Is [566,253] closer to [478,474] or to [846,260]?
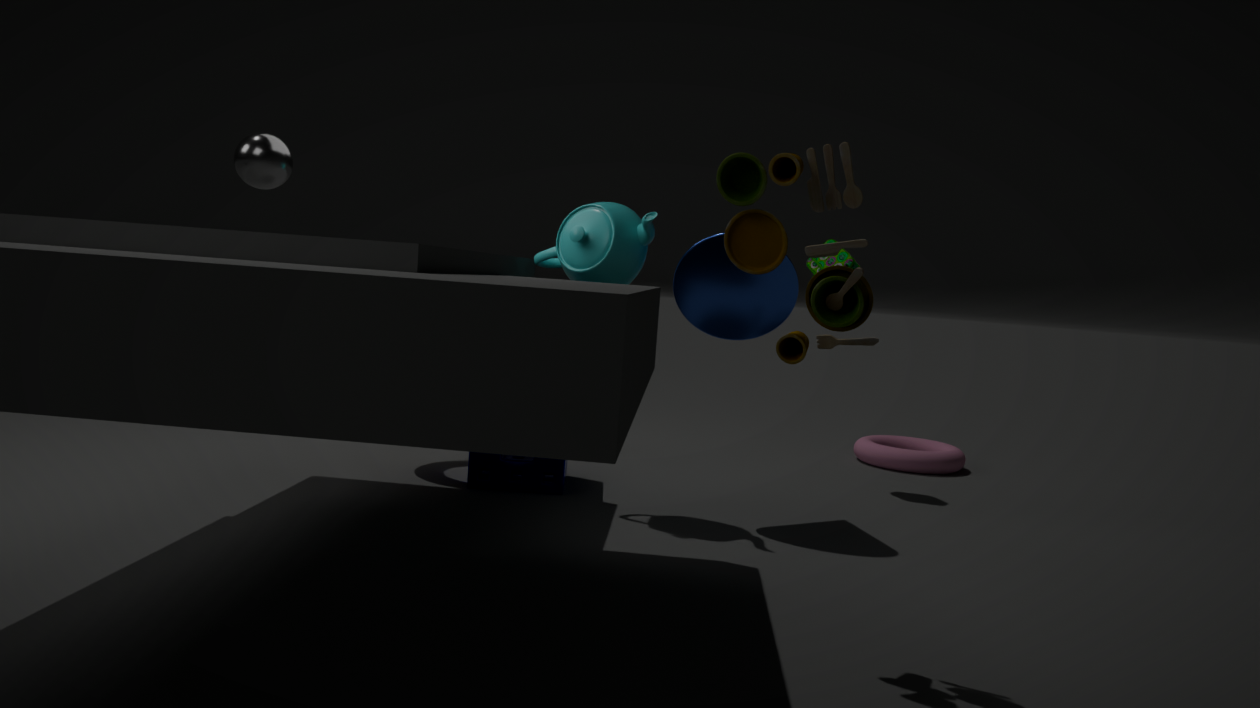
[478,474]
